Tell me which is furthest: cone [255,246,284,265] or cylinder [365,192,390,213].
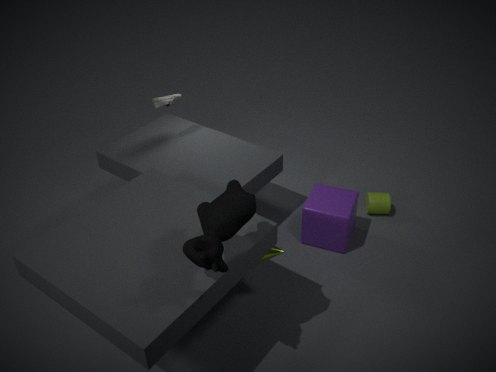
cylinder [365,192,390,213]
